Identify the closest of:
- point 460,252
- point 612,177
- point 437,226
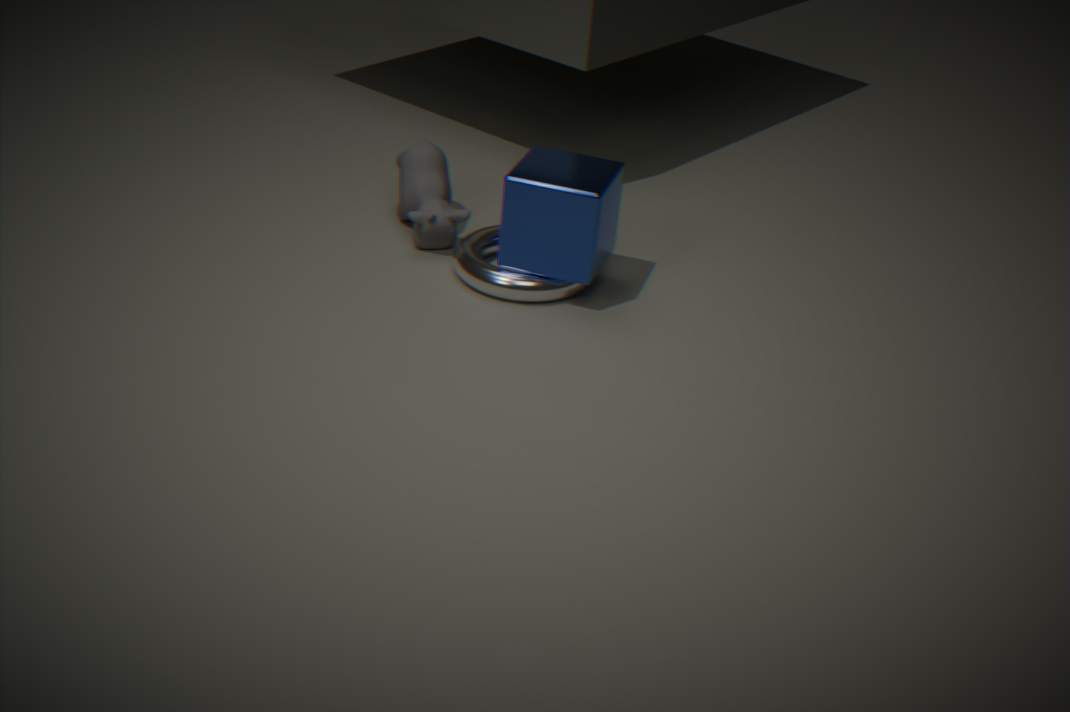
point 612,177
